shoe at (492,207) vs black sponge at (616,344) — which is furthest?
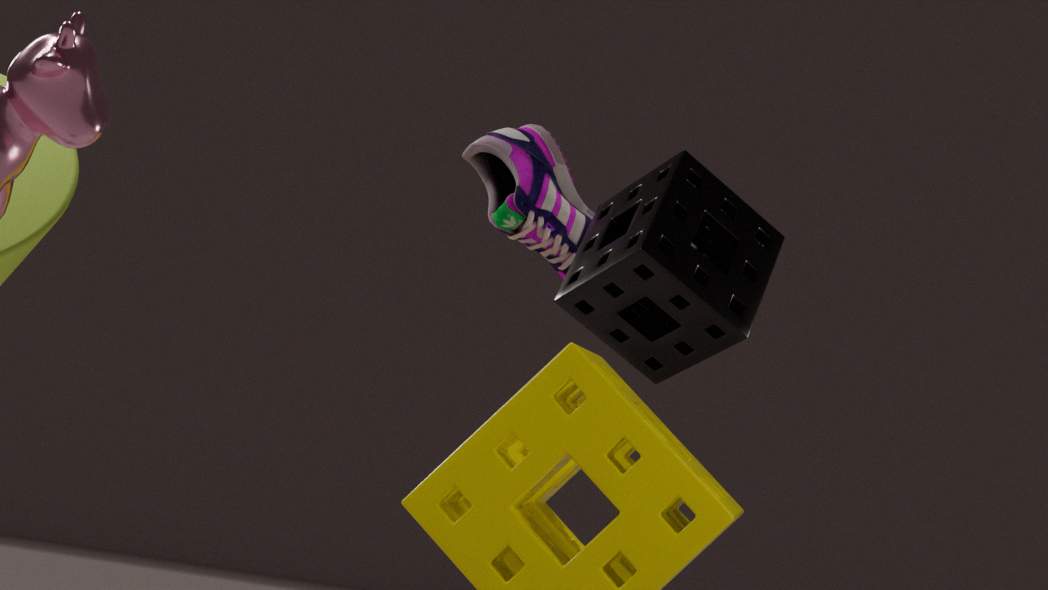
shoe at (492,207)
